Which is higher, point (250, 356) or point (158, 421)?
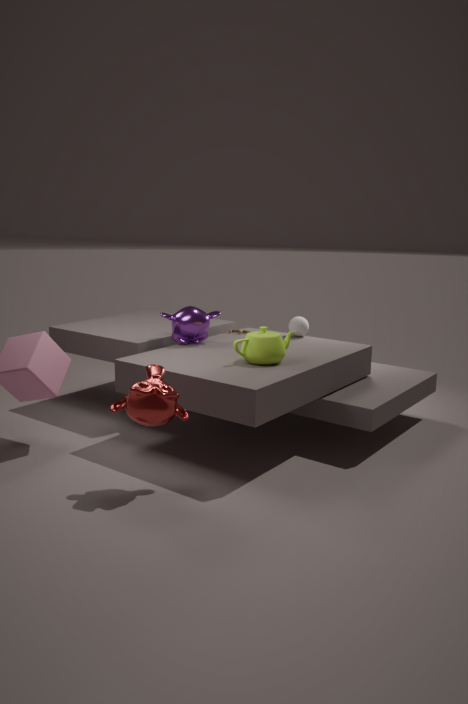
point (250, 356)
